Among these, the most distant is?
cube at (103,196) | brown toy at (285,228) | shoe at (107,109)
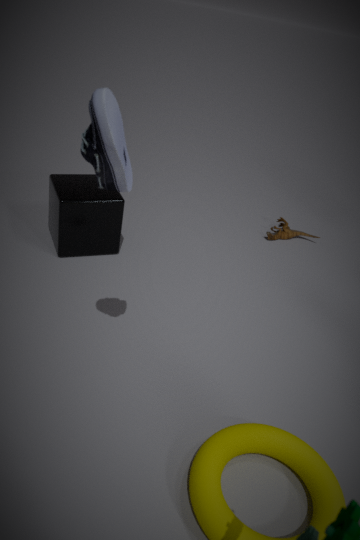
brown toy at (285,228)
